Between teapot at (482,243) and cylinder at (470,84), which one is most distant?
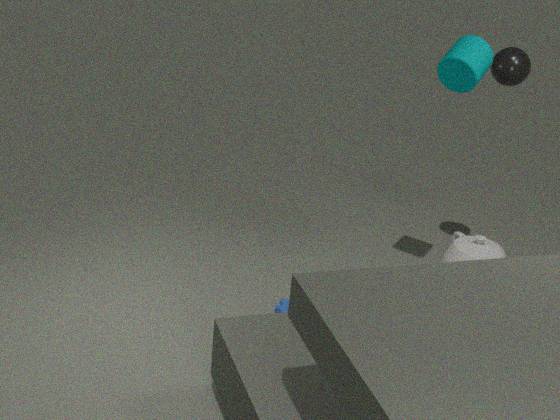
teapot at (482,243)
